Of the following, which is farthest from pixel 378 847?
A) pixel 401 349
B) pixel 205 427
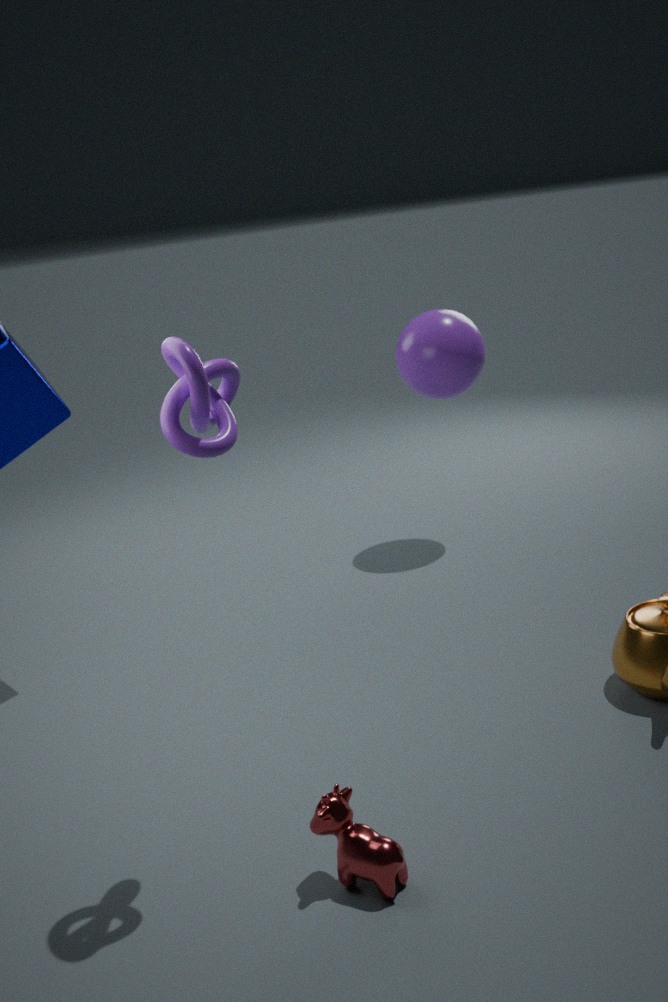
pixel 401 349
